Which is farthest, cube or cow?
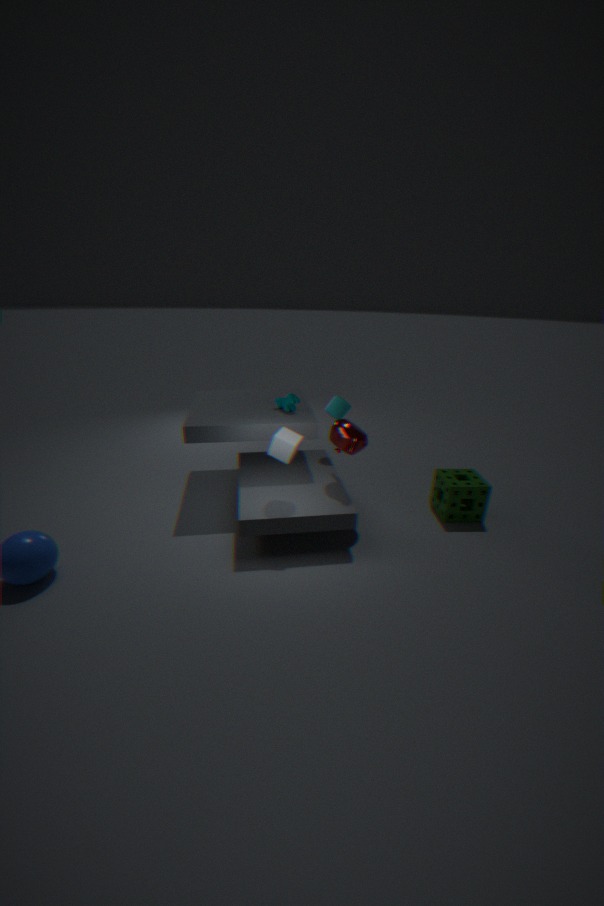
cow
